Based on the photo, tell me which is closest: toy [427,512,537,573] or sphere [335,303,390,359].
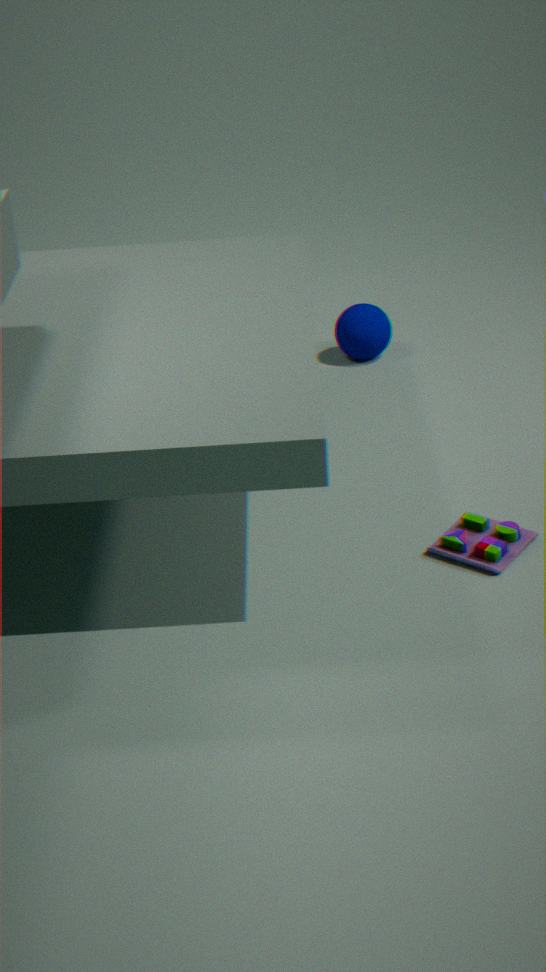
toy [427,512,537,573]
